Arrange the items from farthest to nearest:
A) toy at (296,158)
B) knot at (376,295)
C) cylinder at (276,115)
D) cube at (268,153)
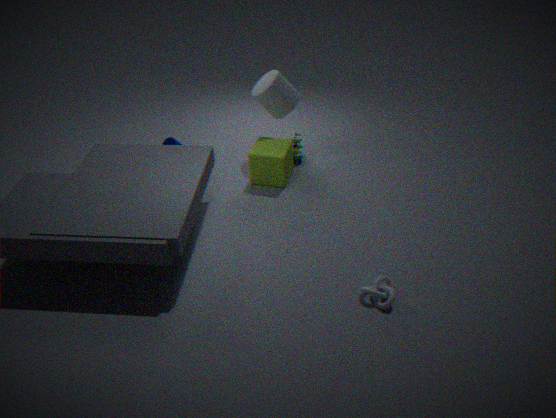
toy at (296,158), cylinder at (276,115), cube at (268,153), knot at (376,295)
